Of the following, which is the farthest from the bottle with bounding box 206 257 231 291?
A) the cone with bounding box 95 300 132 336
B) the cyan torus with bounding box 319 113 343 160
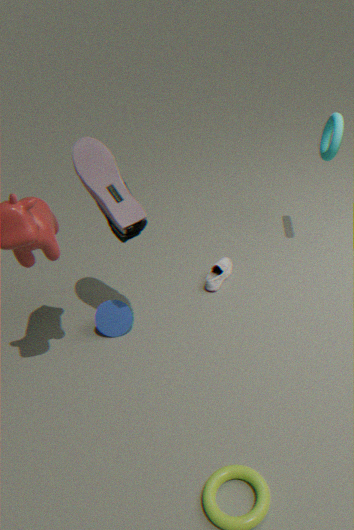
the cyan torus with bounding box 319 113 343 160
